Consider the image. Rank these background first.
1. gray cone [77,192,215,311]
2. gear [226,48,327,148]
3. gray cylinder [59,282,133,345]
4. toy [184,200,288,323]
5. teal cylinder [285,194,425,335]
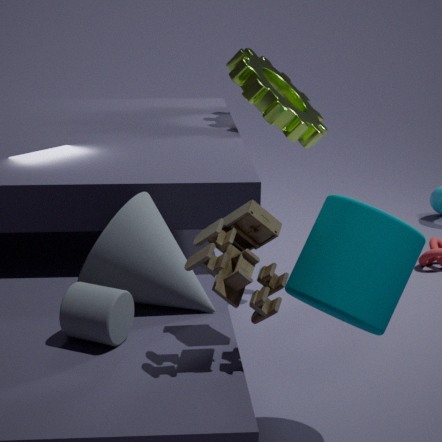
gear [226,48,327,148], gray cone [77,192,215,311], teal cylinder [285,194,425,335], gray cylinder [59,282,133,345], toy [184,200,288,323]
